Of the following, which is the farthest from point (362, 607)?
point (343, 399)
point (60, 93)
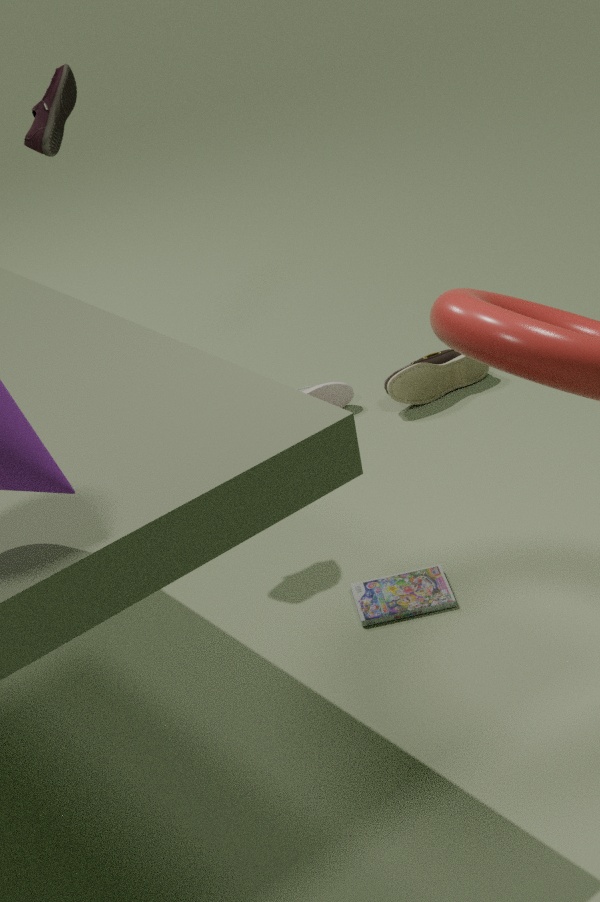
point (60, 93)
